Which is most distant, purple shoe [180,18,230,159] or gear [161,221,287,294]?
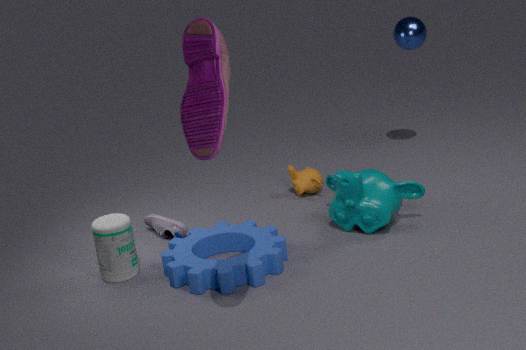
gear [161,221,287,294]
